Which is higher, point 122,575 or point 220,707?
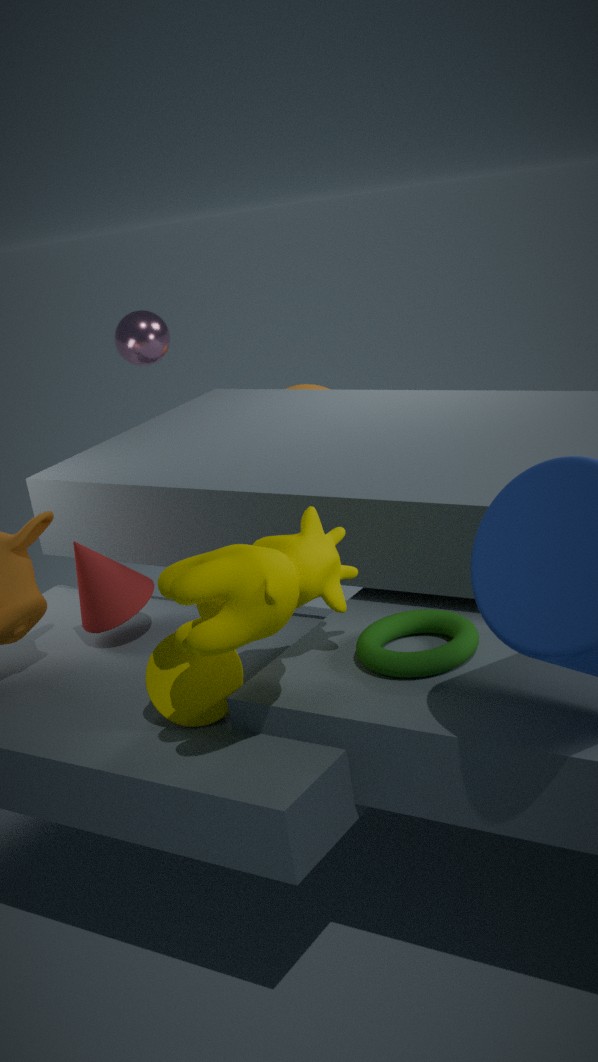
point 122,575
